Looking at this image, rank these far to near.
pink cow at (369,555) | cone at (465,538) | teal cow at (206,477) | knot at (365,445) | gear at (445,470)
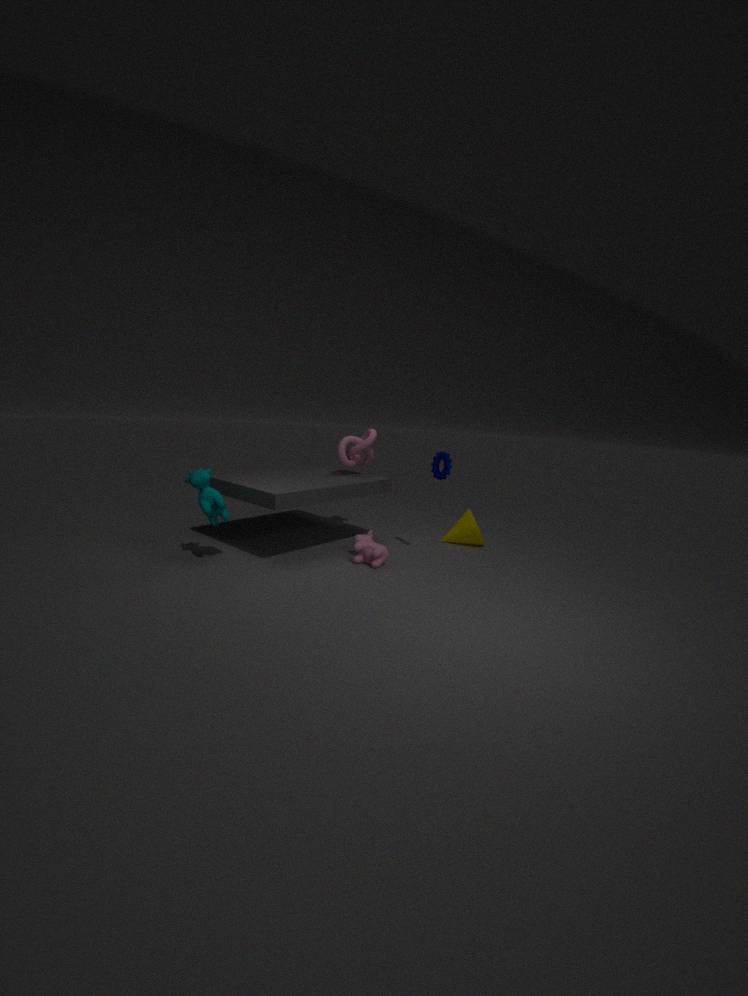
knot at (365,445), cone at (465,538), gear at (445,470), pink cow at (369,555), teal cow at (206,477)
